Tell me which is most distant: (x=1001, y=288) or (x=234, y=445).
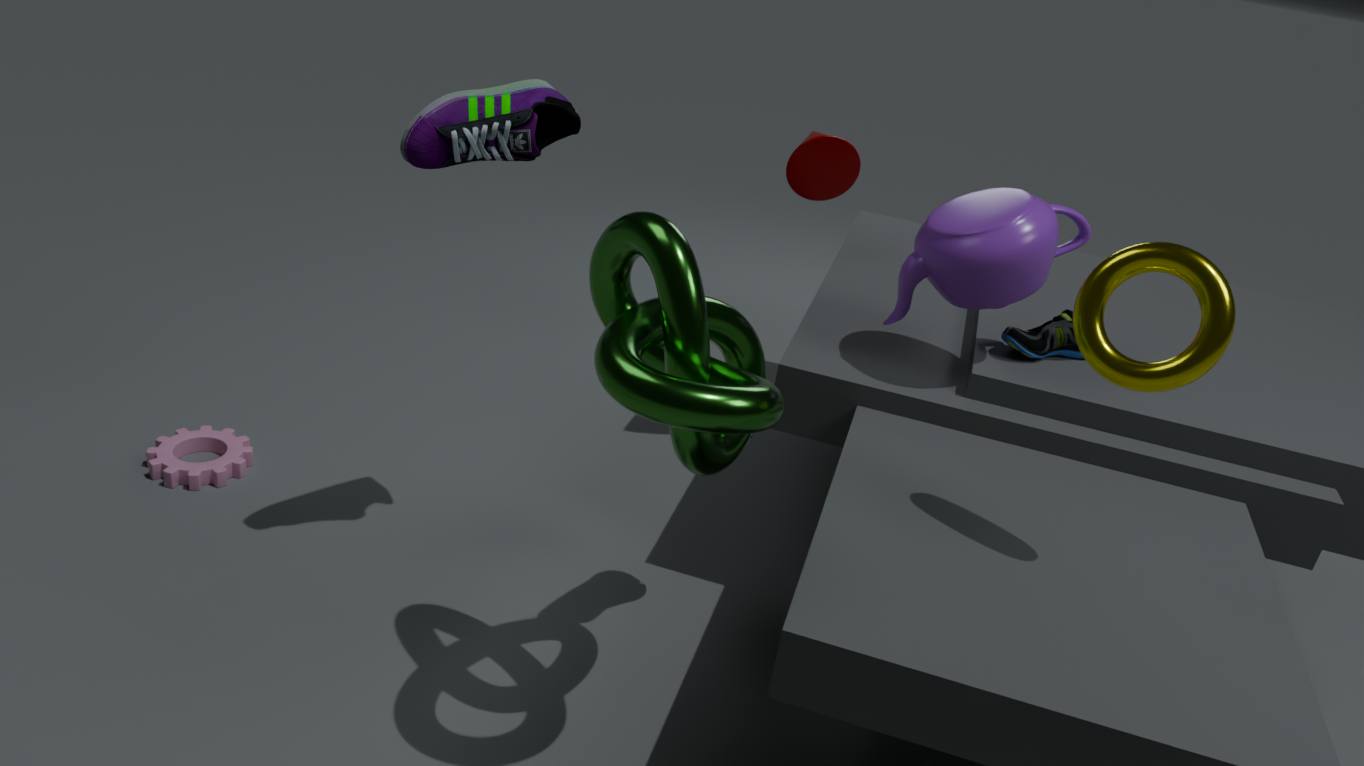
(x=234, y=445)
